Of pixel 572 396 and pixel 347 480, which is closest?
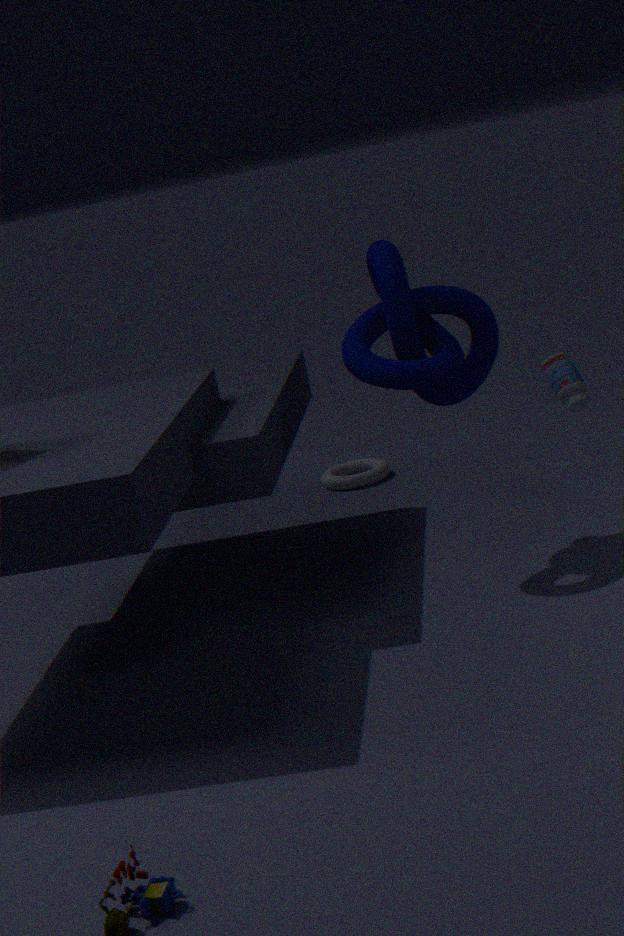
pixel 572 396
